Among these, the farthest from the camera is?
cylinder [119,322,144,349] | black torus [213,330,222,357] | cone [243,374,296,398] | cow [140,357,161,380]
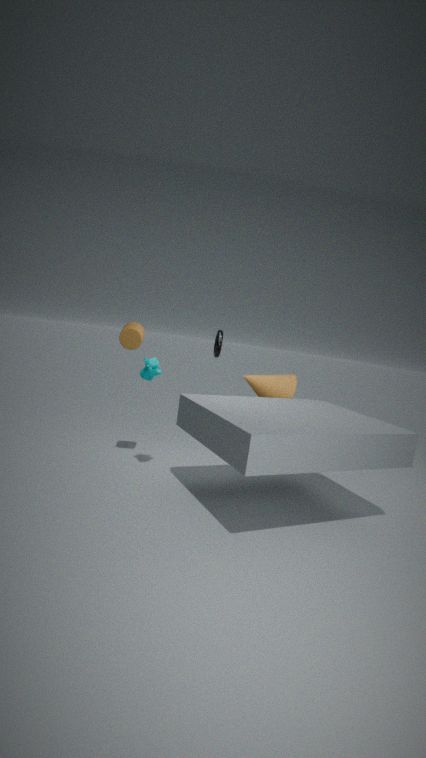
black torus [213,330,222,357]
